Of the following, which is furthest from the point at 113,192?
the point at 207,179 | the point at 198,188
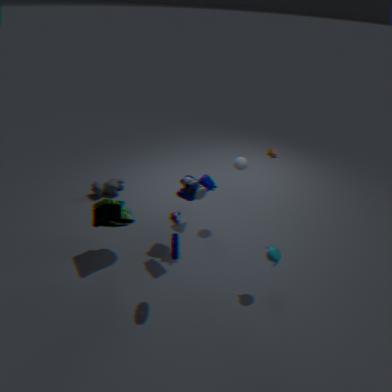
the point at 198,188
